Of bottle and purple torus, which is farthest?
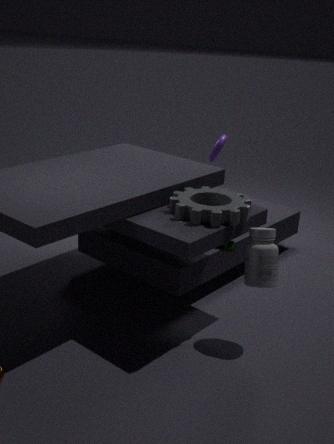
purple torus
